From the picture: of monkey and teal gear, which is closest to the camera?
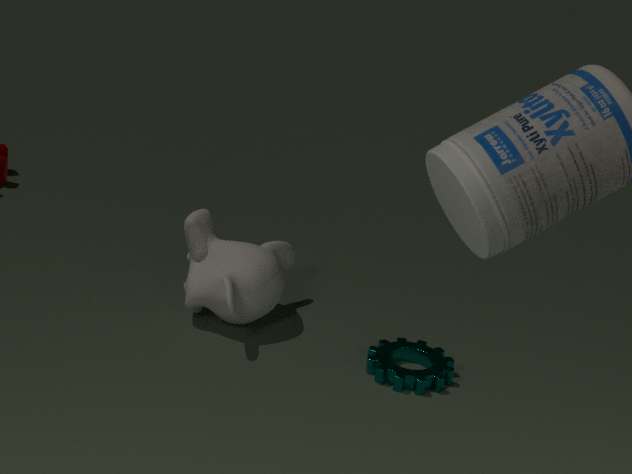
teal gear
